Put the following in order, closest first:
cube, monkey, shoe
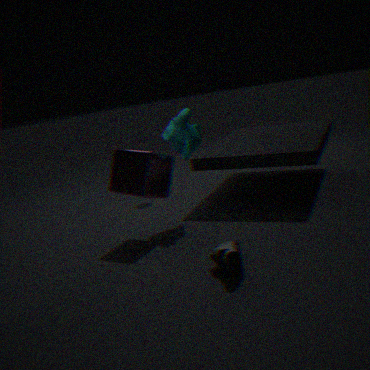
shoe, cube, monkey
